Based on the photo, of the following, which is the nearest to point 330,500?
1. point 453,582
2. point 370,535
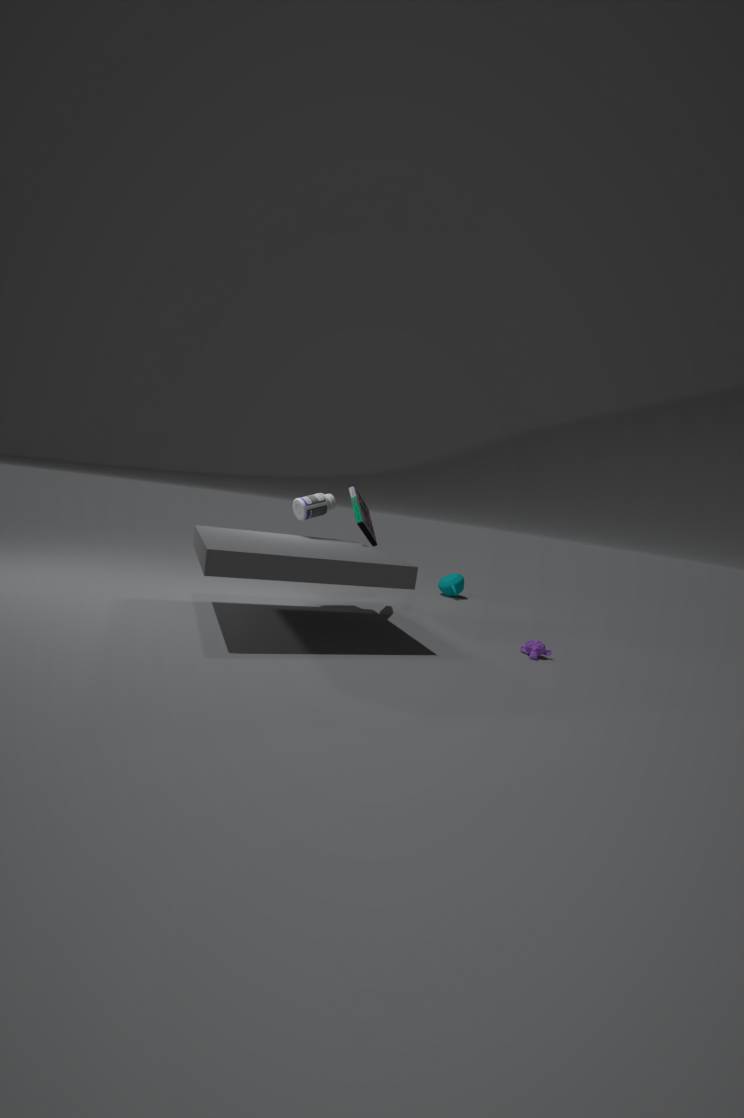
point 370,535
